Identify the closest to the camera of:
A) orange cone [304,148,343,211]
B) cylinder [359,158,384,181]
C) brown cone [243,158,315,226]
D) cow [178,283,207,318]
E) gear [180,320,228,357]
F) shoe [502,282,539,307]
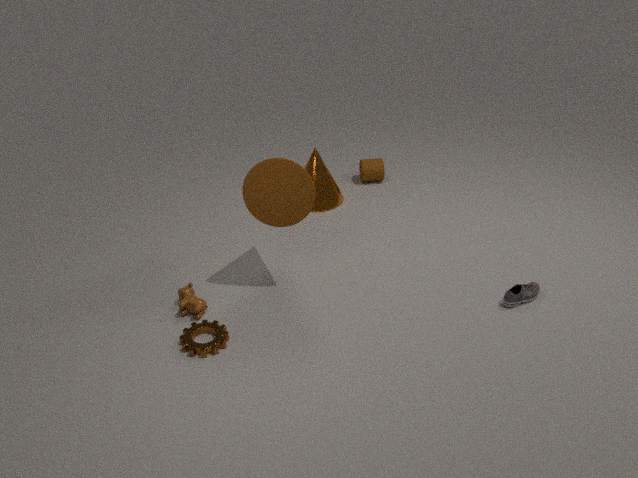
E. gear [180,320,228,357]
